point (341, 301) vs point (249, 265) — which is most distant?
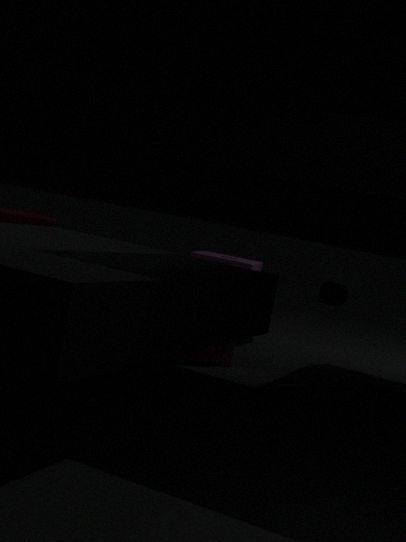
point (341, 301)
